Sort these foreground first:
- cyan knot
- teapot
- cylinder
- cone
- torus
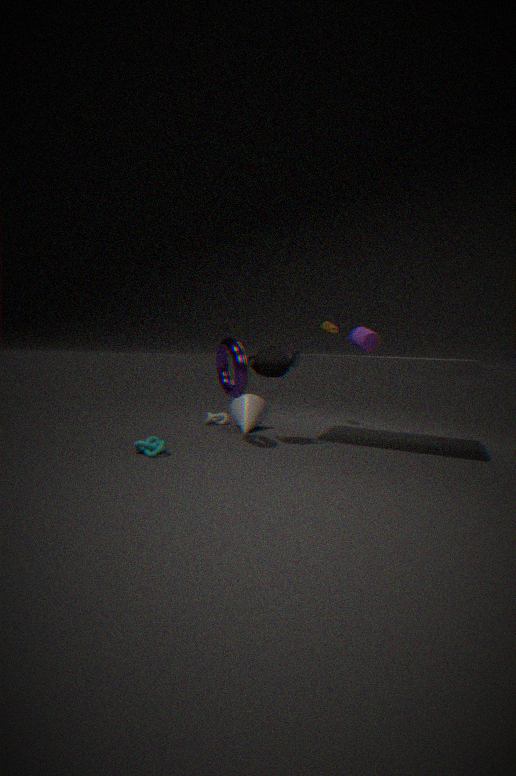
cyan knot < torus < cylinder < teapot < cone
